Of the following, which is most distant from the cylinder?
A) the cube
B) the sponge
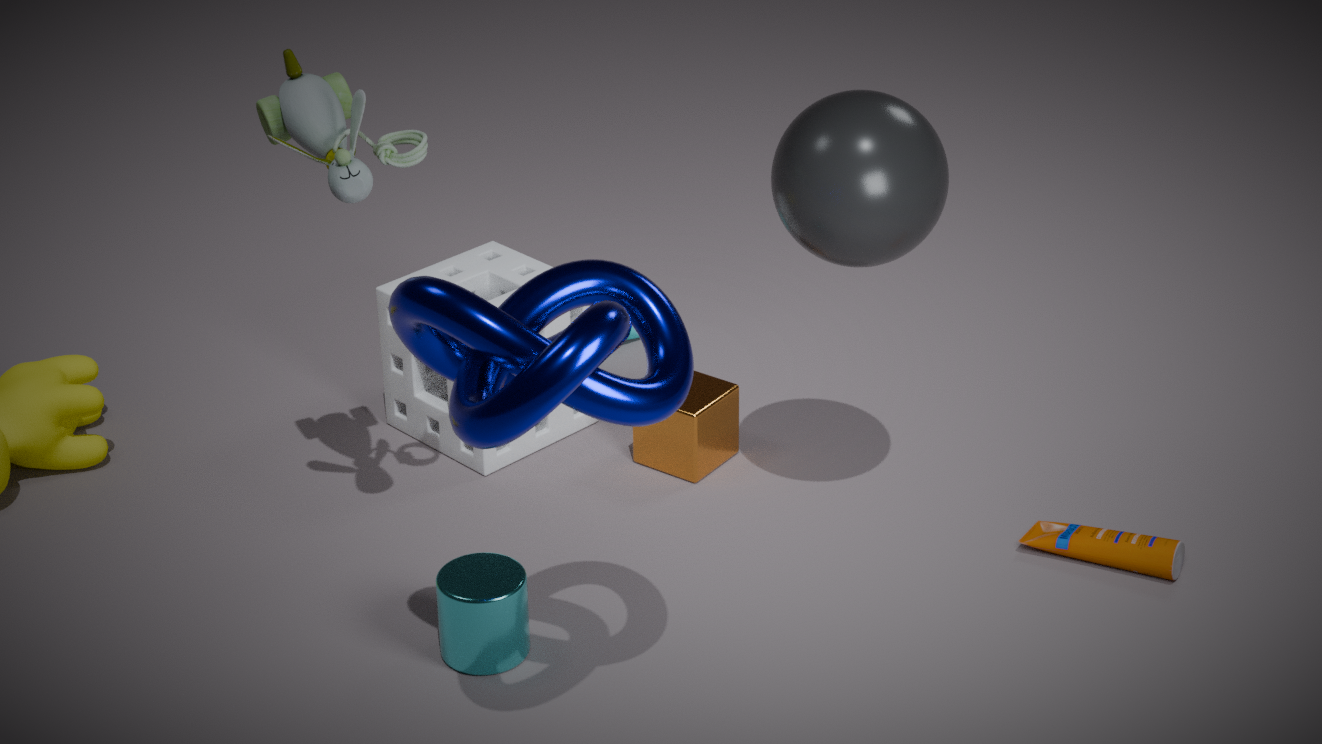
the cube
